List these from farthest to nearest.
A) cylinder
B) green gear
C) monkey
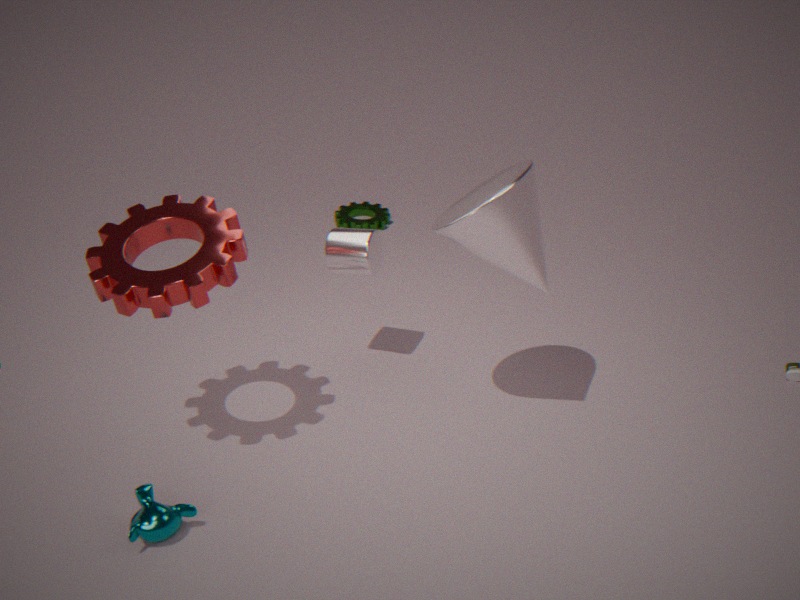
1. green gear
2. cylinder
3. monkey
